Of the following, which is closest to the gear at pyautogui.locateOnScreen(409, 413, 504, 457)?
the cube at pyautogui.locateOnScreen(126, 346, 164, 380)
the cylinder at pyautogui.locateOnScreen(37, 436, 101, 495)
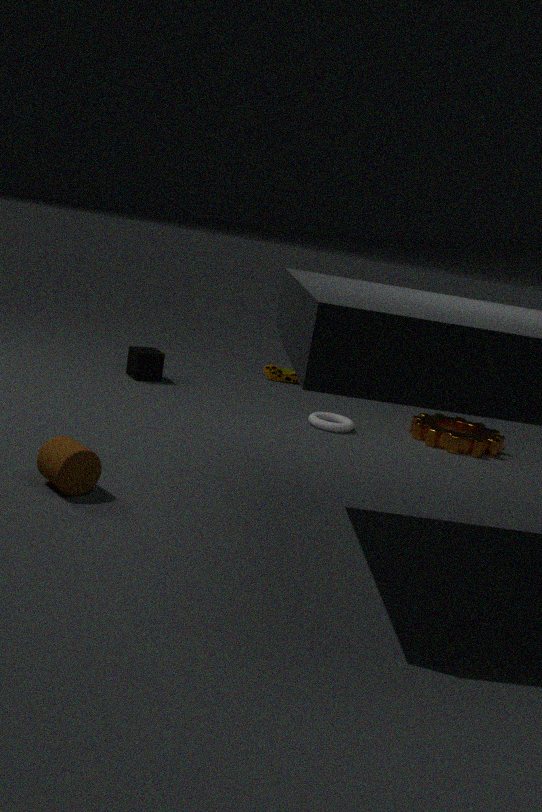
the cube at pyautogui.locateOnScreen(126, 346, 164, 380)
